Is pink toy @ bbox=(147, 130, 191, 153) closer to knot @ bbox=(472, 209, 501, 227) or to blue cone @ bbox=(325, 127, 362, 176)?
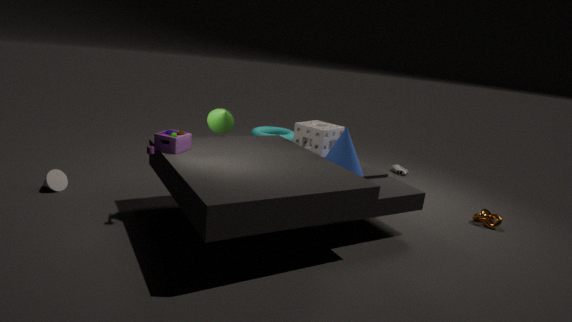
blue cone @ bbox=(325, 127, 362, 176)
